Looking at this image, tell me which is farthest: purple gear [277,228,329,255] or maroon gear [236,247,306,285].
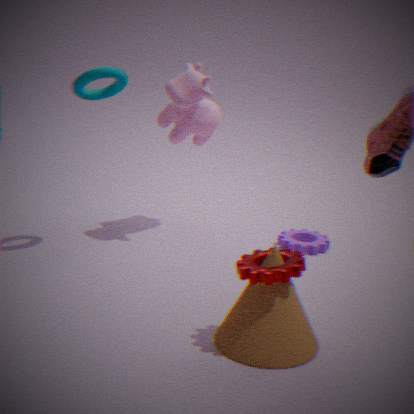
purple gear [277,228,329,255]
